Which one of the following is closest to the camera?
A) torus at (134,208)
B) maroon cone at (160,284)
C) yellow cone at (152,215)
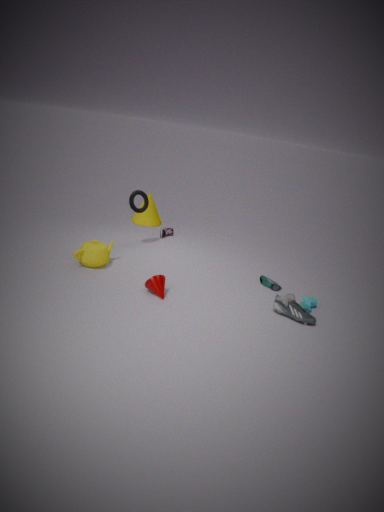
maroon cone at (160,284)
